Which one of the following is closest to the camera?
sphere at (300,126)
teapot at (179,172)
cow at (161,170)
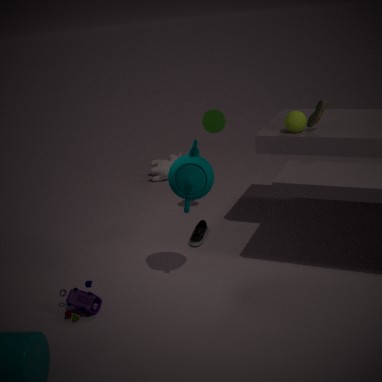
teapot at (179,172)
